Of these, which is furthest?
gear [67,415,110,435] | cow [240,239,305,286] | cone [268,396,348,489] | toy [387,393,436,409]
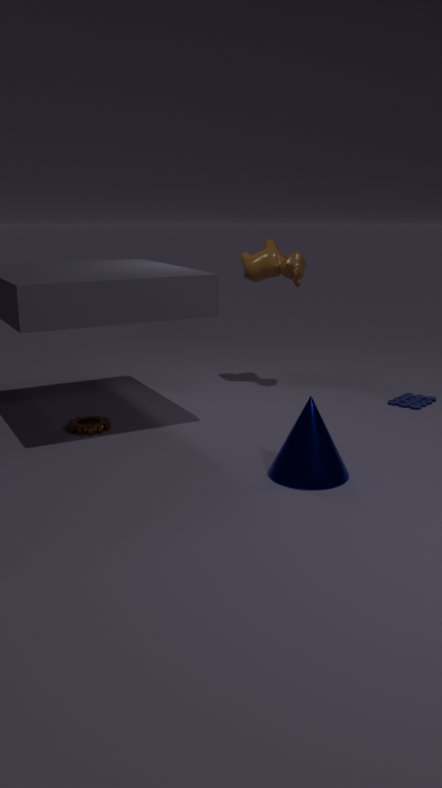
toy [387,393,436,409]
